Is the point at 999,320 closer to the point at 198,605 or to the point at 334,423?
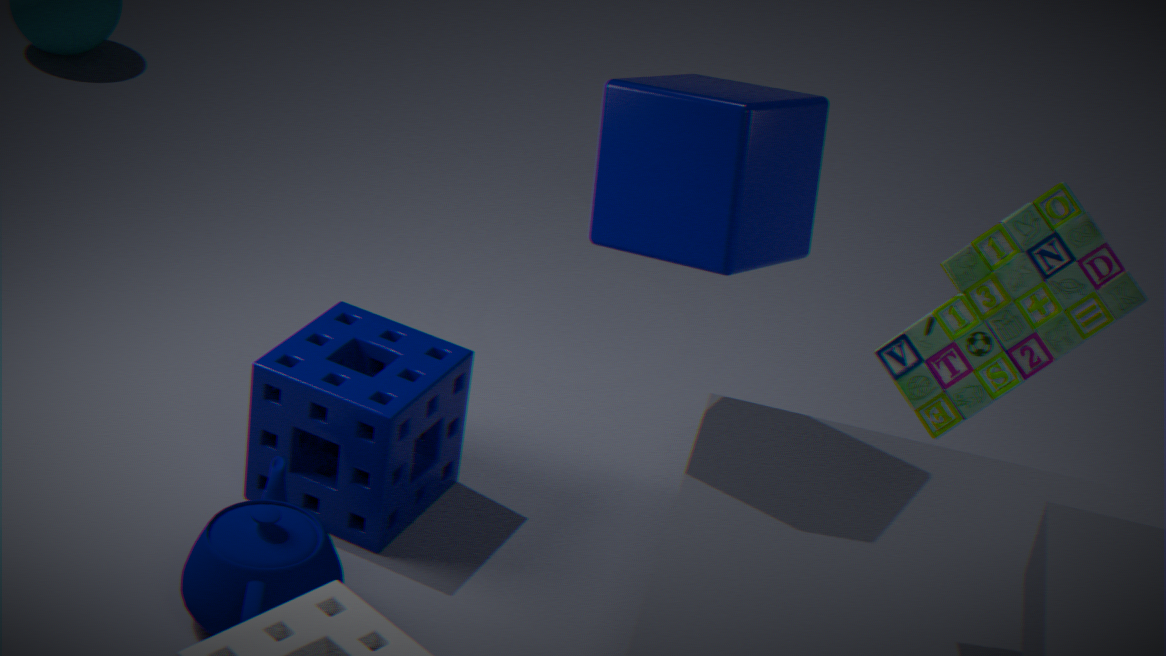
the point at 334,423
